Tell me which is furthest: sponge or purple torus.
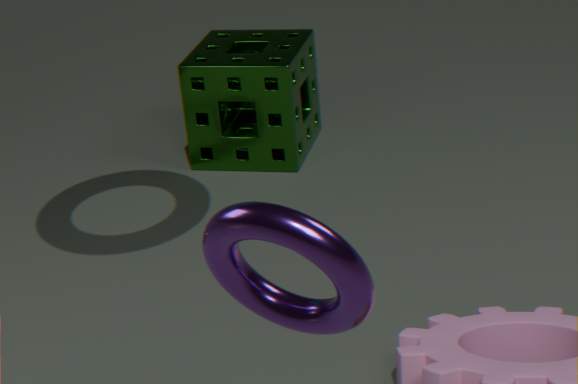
sponge
